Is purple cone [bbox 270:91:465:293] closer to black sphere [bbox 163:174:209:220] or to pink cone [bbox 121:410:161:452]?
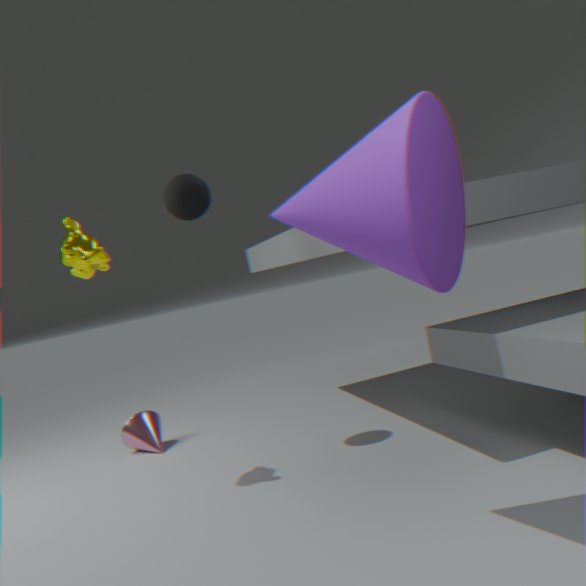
black sphere [bbox 163:174:209:220]
